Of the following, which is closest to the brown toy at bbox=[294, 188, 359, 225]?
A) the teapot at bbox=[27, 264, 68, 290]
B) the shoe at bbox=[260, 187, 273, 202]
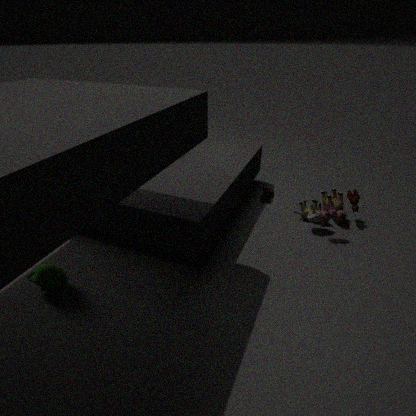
the shoe at bbox=[260, 187, 273, 202]
